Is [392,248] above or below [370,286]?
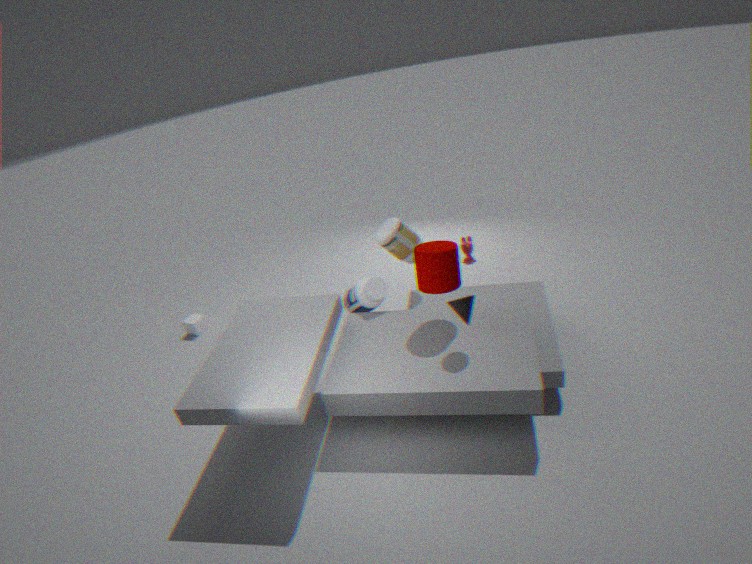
above
